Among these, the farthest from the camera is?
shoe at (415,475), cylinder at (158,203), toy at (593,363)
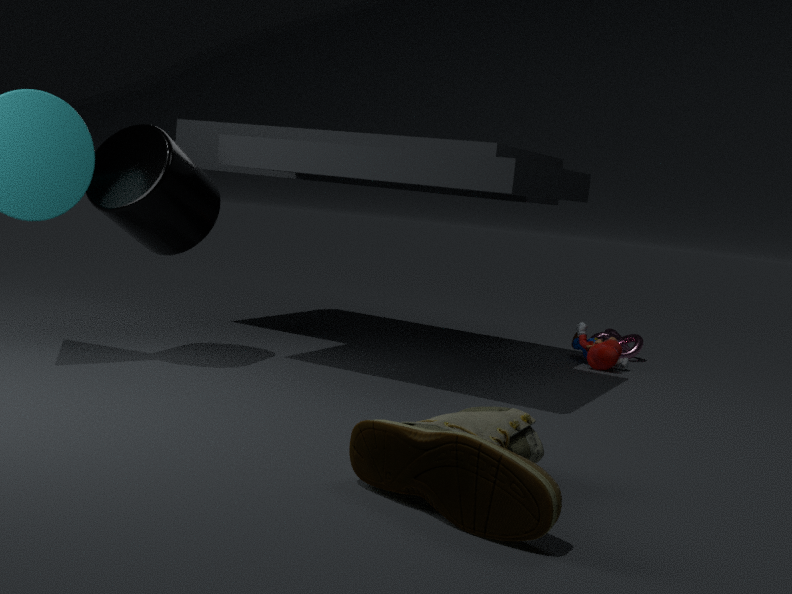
toy at (593,363)
